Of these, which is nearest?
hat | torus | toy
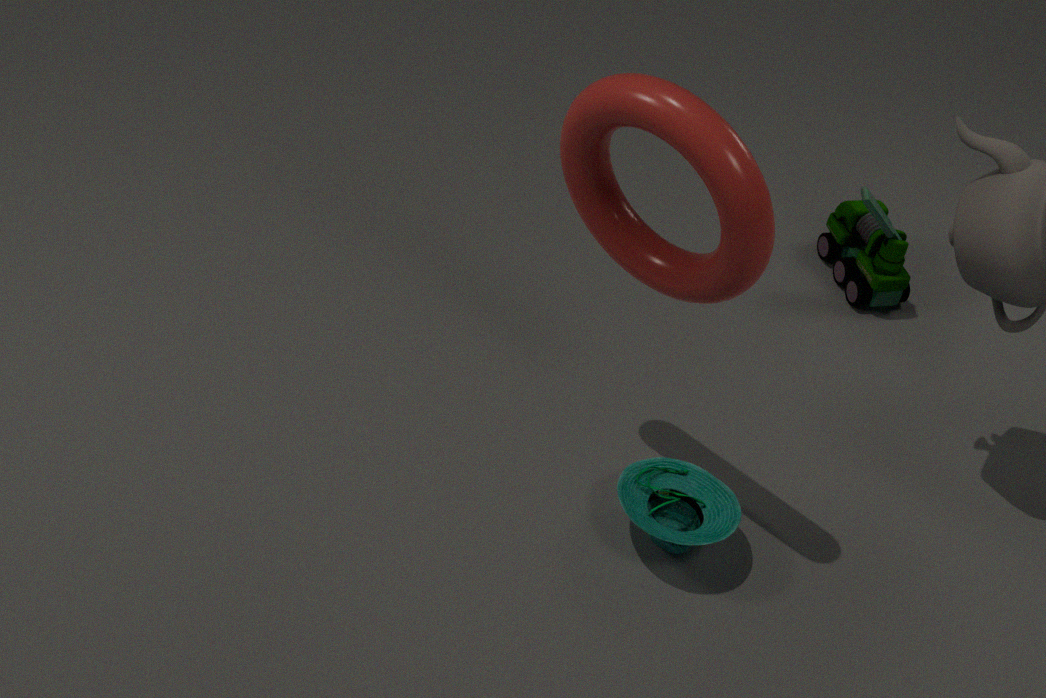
torus
